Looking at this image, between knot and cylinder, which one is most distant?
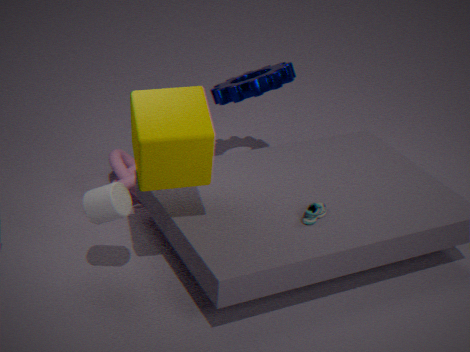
knot
